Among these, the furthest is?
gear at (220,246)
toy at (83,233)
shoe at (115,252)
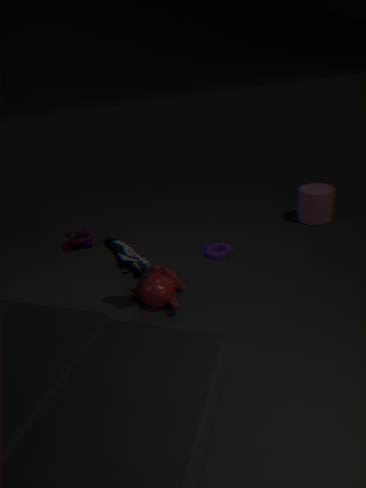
toy at (83,233)
